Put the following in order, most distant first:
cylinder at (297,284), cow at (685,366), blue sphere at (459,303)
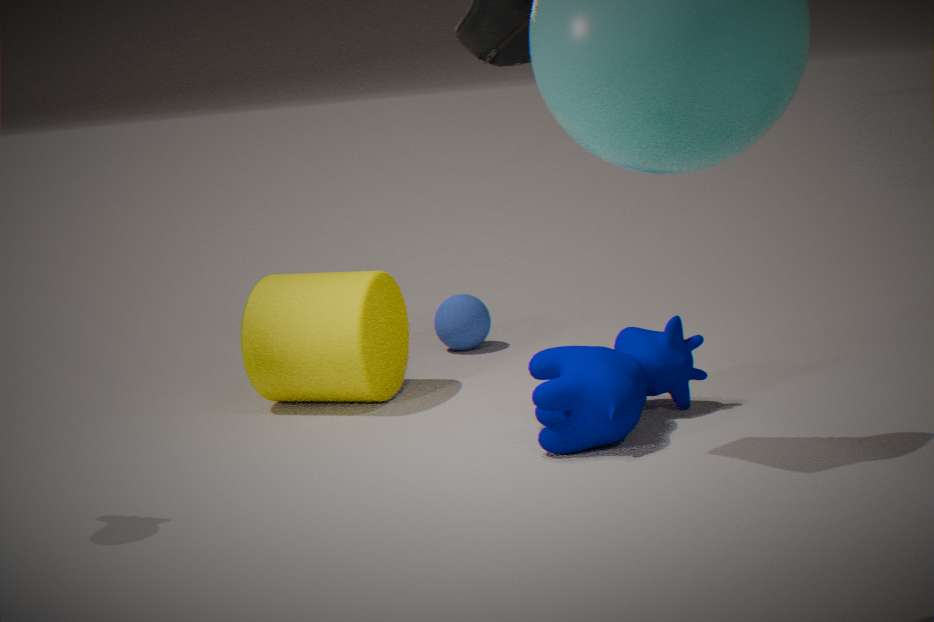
1. blue sphere at (459,303)
2. cylinder at (297,284)
3. cow at (685,366)
